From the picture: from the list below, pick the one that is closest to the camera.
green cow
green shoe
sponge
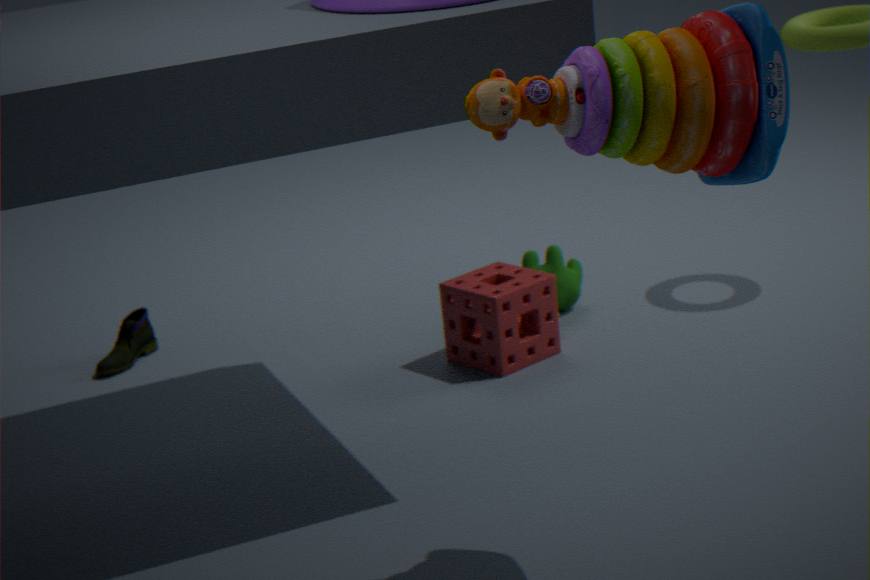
sponge
